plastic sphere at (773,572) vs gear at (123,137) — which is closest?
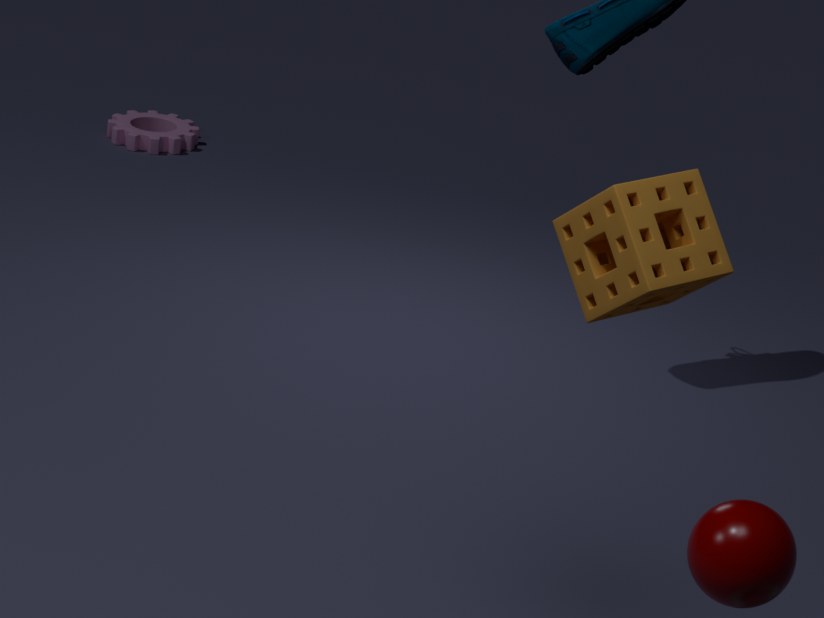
plastic sphere at (773,572)
